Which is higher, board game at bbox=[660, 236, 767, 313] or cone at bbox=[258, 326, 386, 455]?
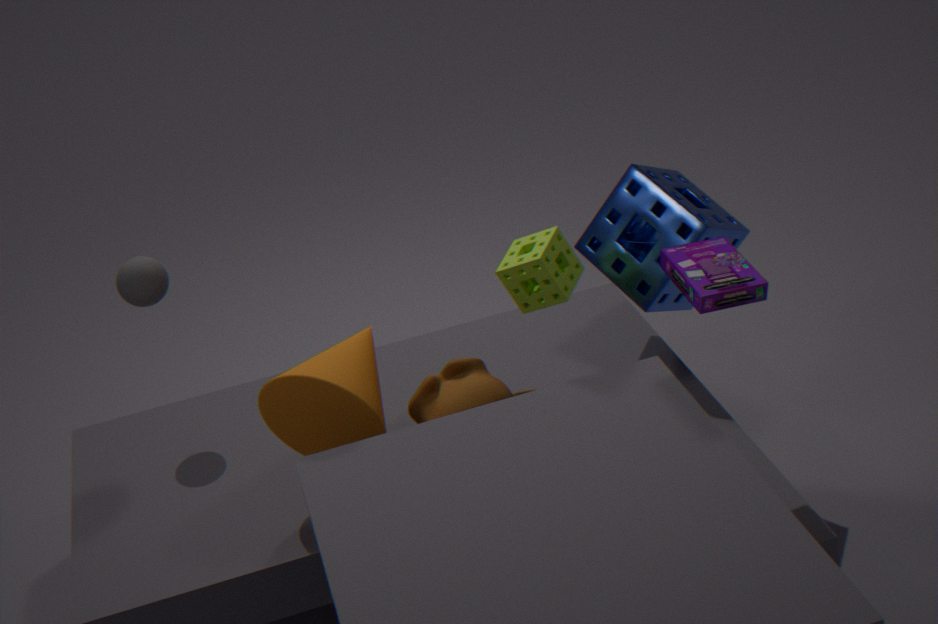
board game at bbox=[660, 236, 767, 313]
